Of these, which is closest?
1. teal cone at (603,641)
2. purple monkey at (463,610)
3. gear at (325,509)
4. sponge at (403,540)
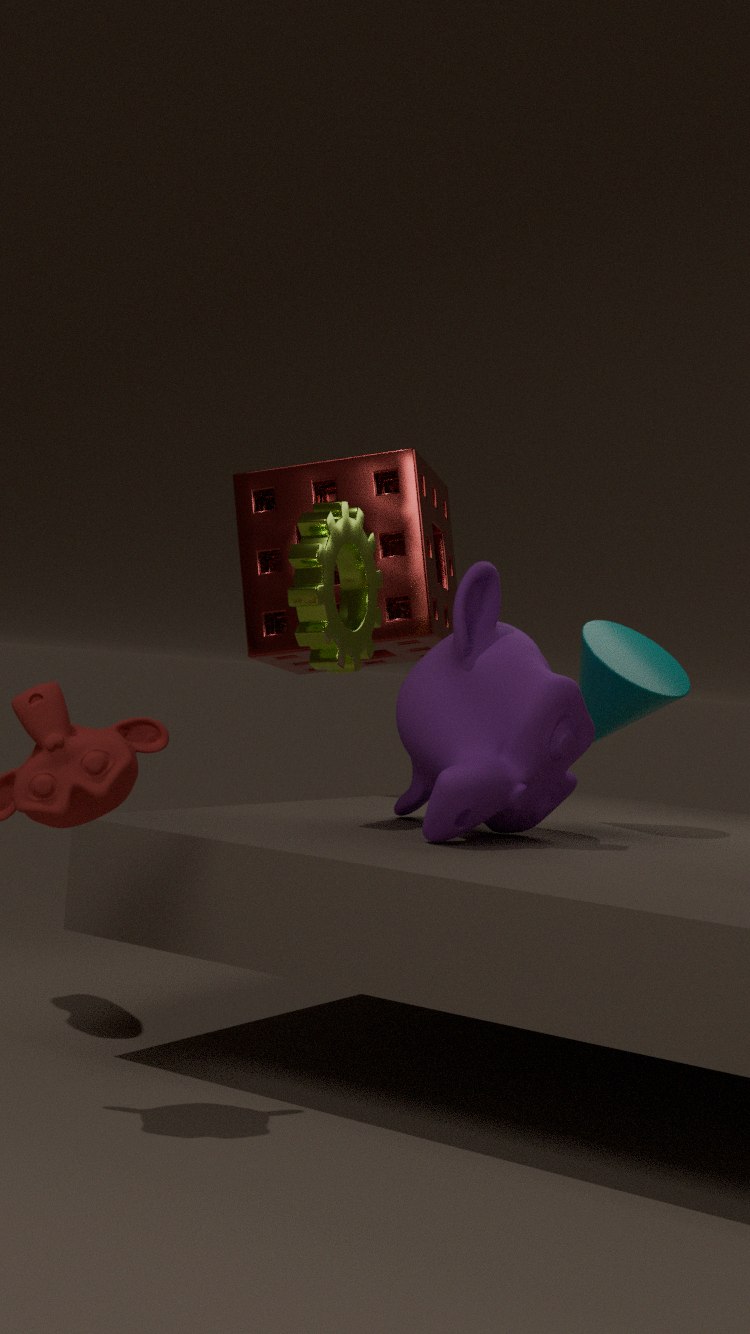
purple monkey at (463,610)
